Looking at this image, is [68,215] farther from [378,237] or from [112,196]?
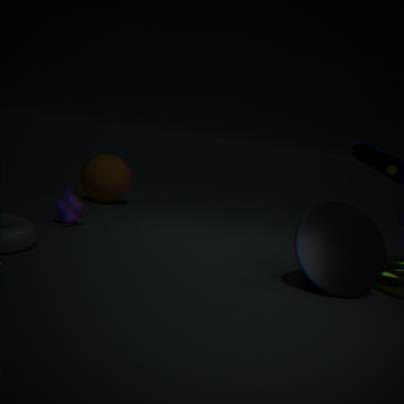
[378,237]
